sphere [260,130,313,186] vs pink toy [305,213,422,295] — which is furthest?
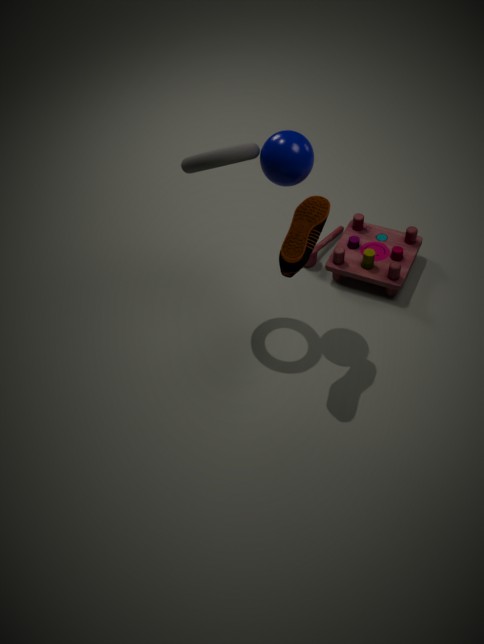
pink toy [305,213,422,295]
